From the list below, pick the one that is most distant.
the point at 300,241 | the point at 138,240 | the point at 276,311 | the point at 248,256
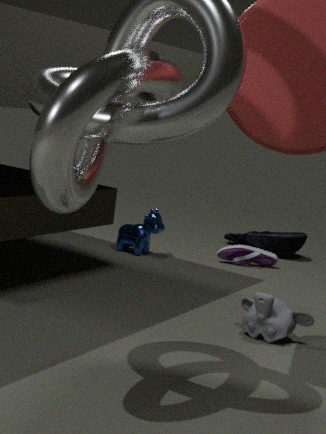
the point at 300,241
